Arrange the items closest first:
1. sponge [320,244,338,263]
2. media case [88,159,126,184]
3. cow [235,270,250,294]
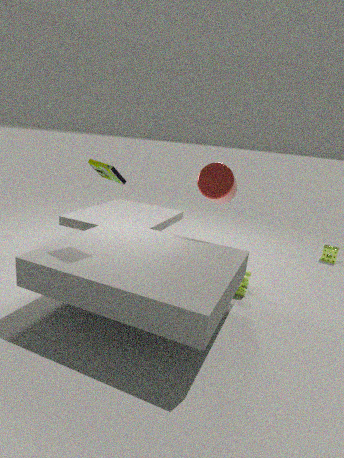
media case [88,159,126,184] → cow [235,270,250,294] → sponge [320,244,338,263]
